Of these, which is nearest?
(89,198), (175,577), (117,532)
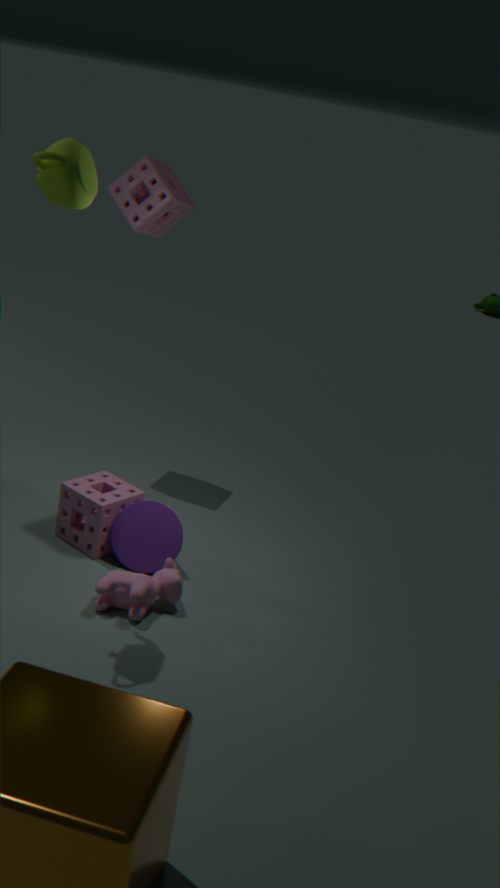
(89,198)
